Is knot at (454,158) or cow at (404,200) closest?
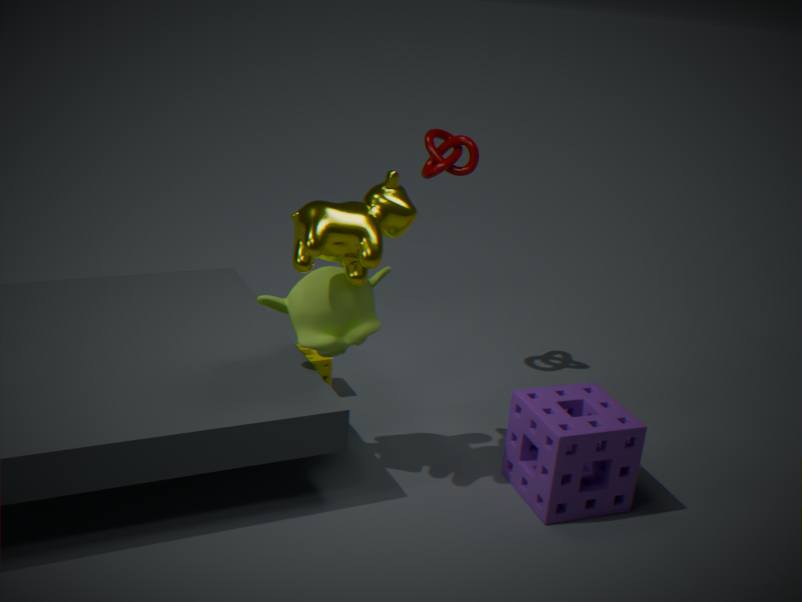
cow at (404,200)
